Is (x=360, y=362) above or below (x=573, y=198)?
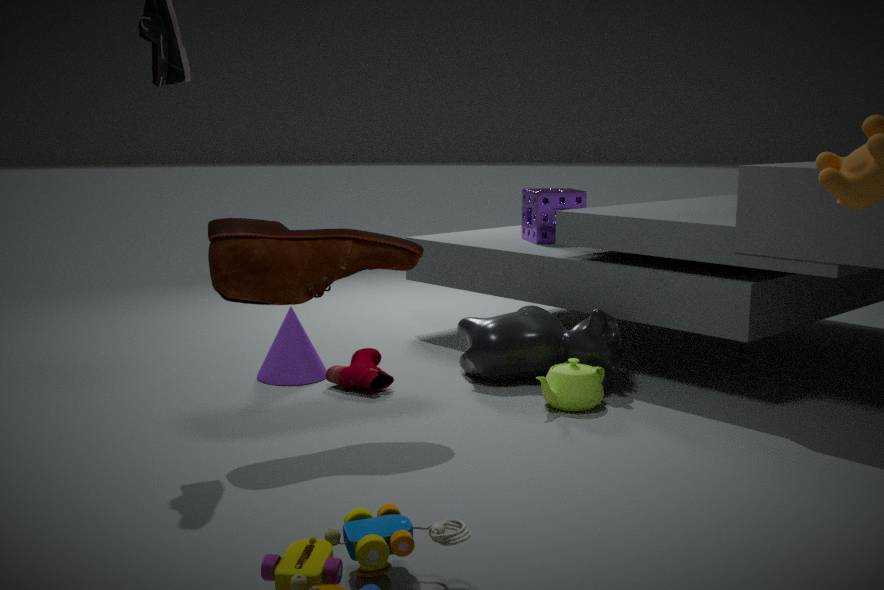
below
